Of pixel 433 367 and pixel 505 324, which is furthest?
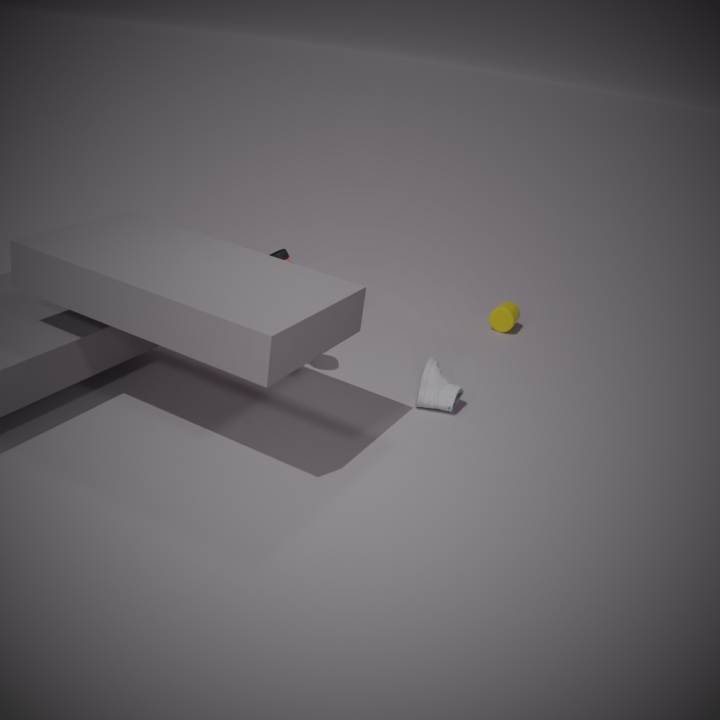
pixel 505 324
